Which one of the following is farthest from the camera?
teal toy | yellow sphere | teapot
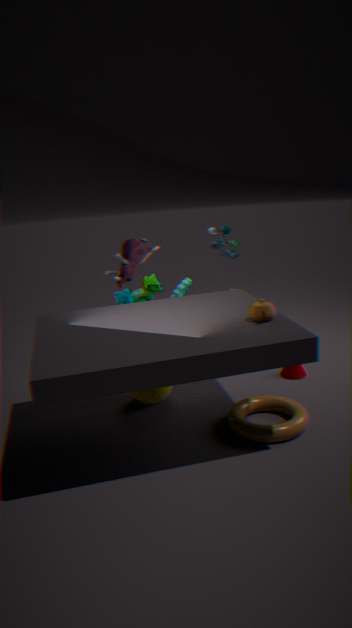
teal toy
